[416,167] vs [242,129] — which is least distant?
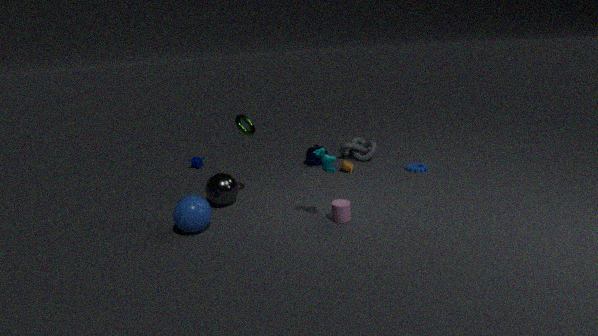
[242,129]
